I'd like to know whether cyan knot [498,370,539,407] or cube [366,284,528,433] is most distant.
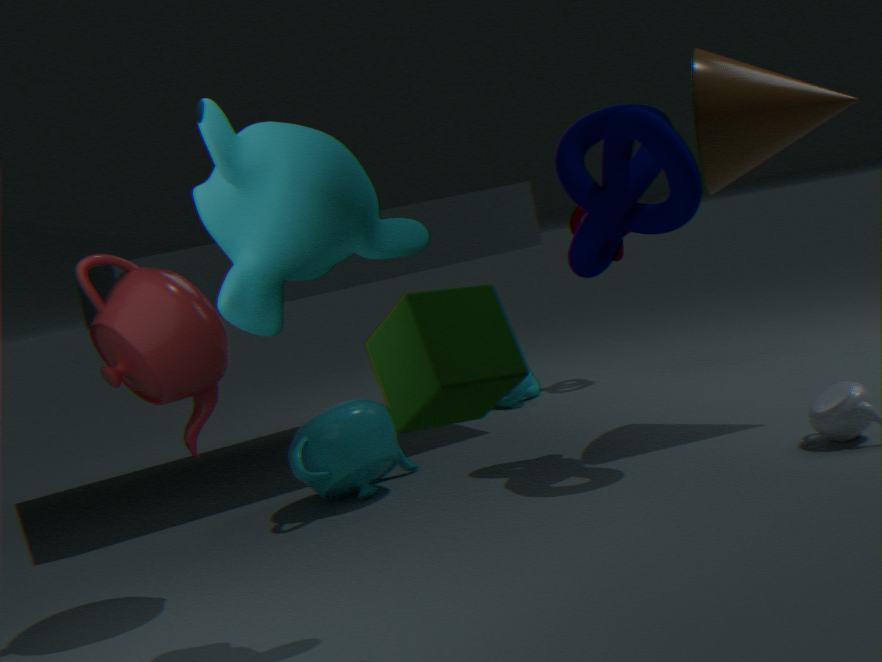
cyan knot [498,370,539,407]
